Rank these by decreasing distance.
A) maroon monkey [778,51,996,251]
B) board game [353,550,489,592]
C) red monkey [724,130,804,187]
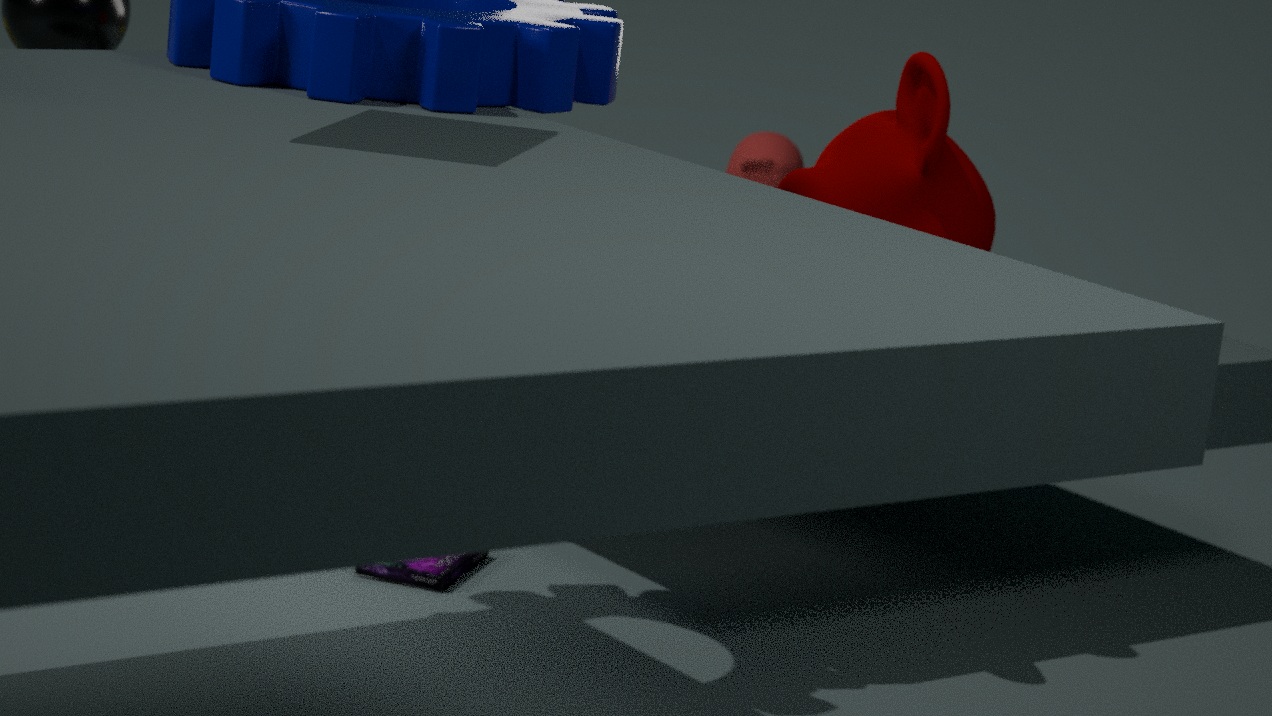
red monkey [724,130,804,187] → board game [353,550,489,592] → maroon monkey [778,51,996,251]
